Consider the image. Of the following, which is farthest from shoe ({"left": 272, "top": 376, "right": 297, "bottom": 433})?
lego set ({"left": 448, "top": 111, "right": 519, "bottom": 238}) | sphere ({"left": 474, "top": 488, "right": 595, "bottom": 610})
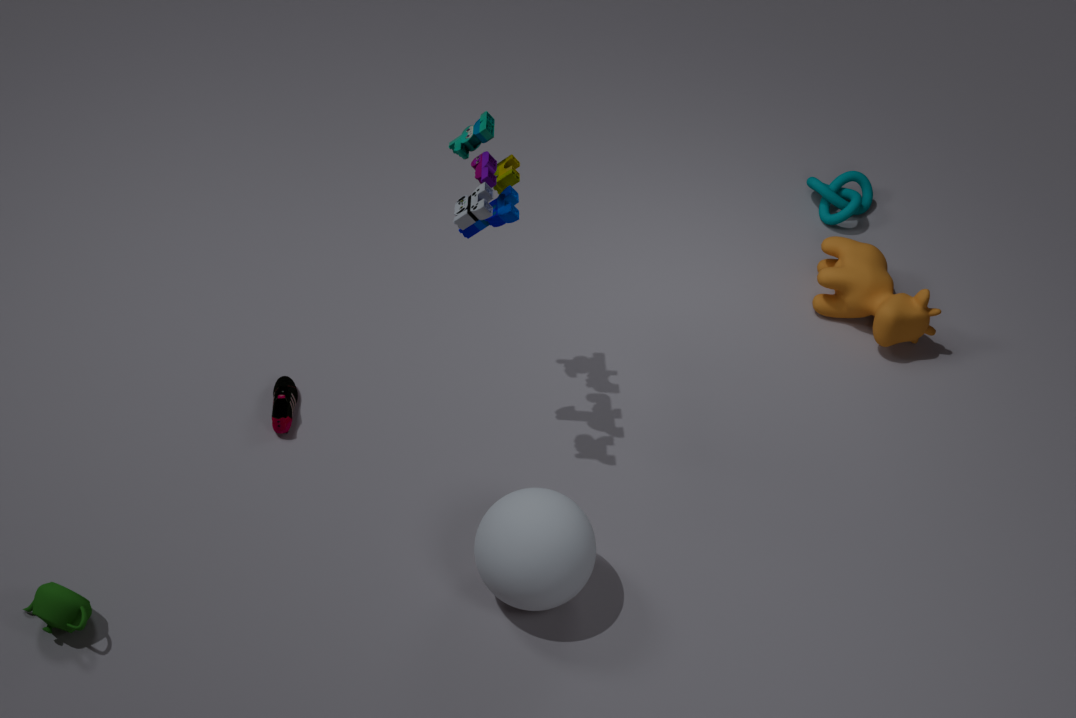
lego set ({"left": 448, "top": 111, "right": 519, "bottom": 238})
